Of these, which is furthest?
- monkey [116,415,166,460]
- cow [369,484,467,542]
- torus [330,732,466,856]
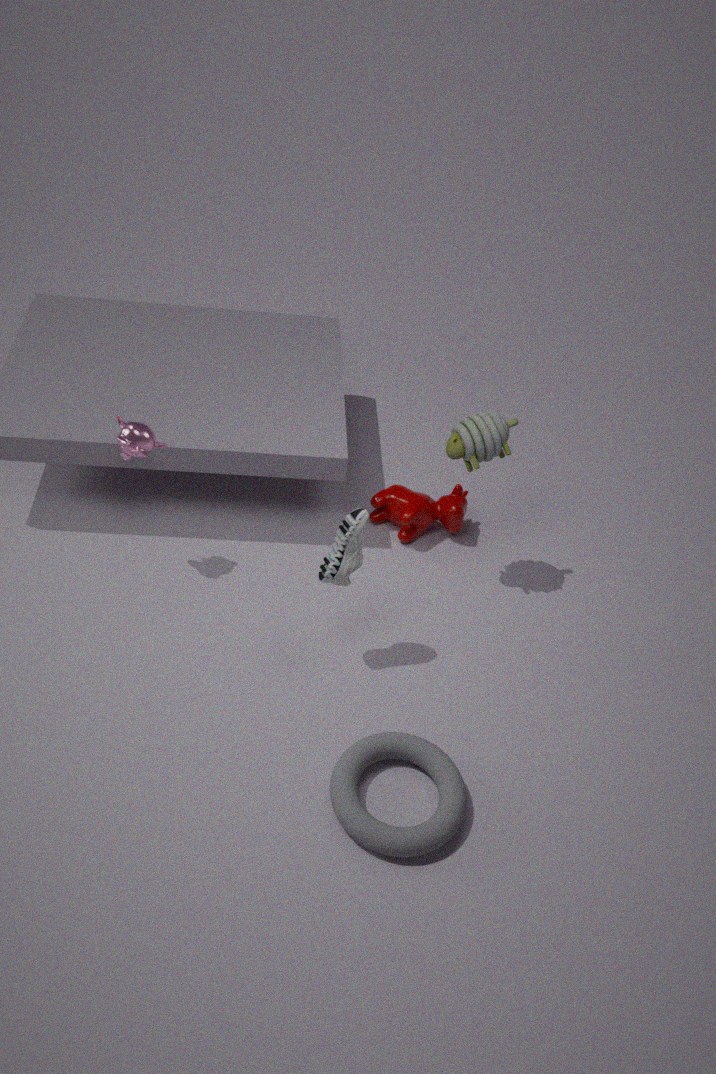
cow [369,484,467,542]
